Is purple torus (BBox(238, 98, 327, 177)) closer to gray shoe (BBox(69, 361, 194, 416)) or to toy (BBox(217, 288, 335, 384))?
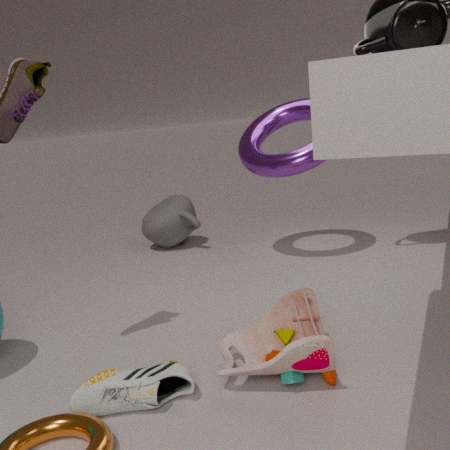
toy (BBox(217, 288, 335, 384))
